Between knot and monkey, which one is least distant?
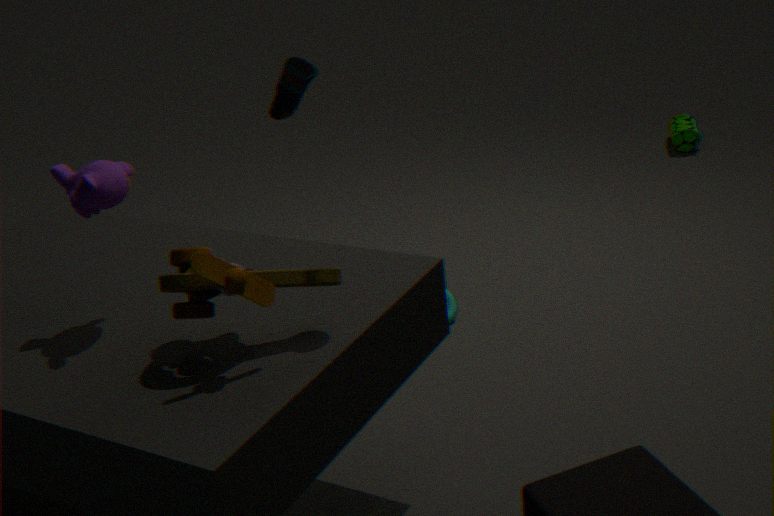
monkey
